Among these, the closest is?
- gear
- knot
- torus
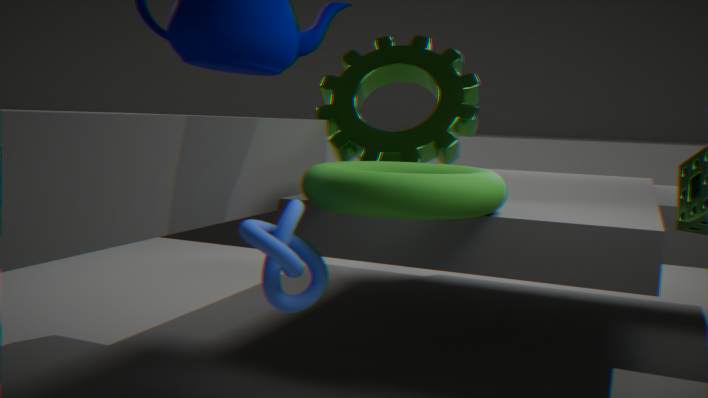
knot
